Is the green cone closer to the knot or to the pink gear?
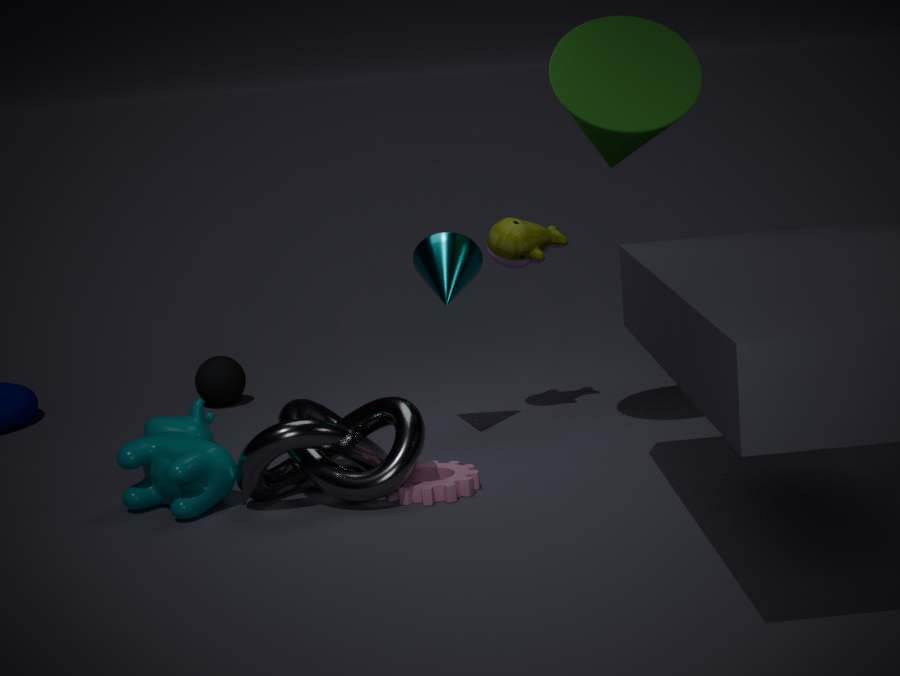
the knot
